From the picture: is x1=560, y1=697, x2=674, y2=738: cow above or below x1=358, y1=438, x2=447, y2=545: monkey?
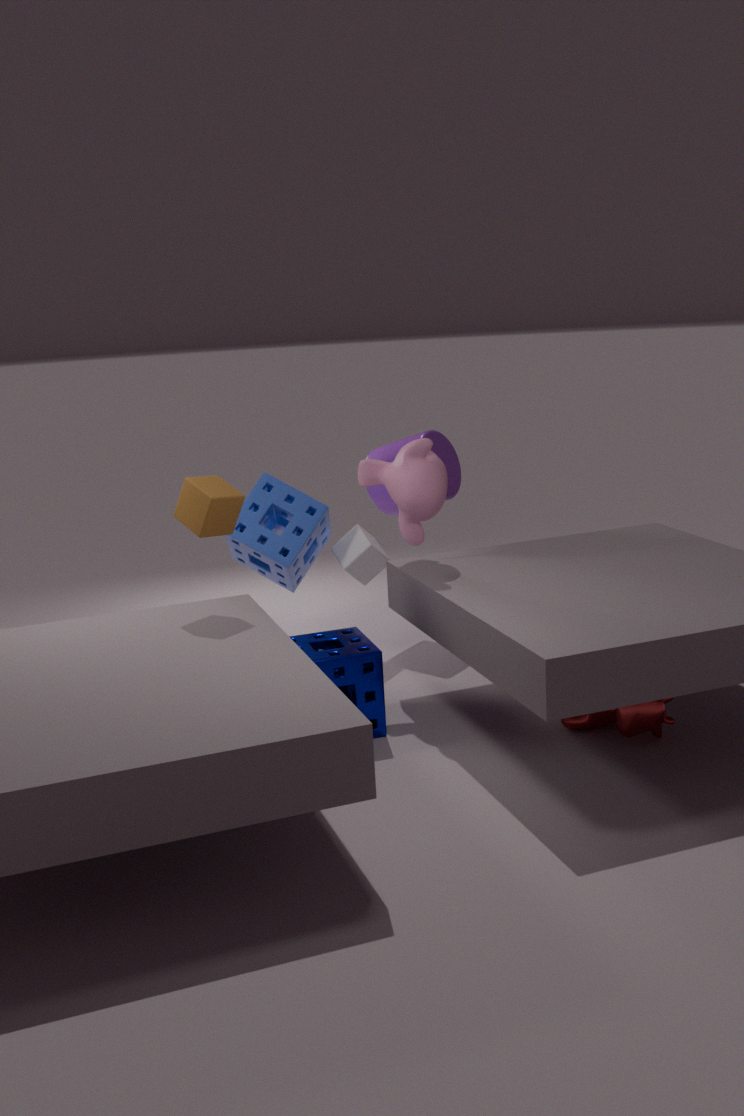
below
